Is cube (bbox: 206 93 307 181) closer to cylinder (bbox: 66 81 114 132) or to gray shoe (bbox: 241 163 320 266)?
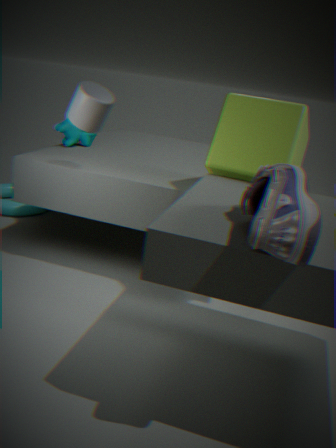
gray shoe (bbox: 241 163 320 266)
